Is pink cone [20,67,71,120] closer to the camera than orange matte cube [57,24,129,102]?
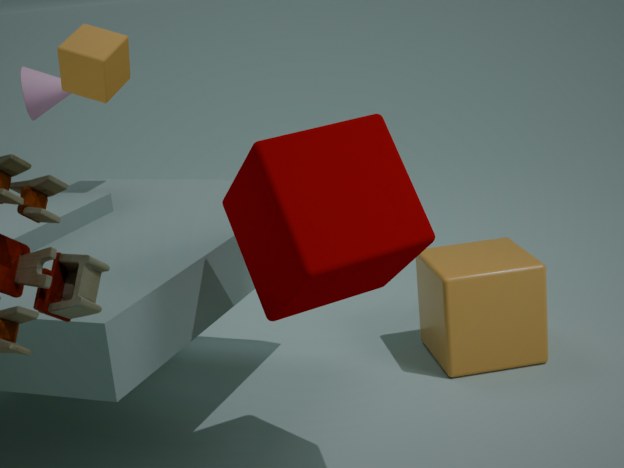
No
